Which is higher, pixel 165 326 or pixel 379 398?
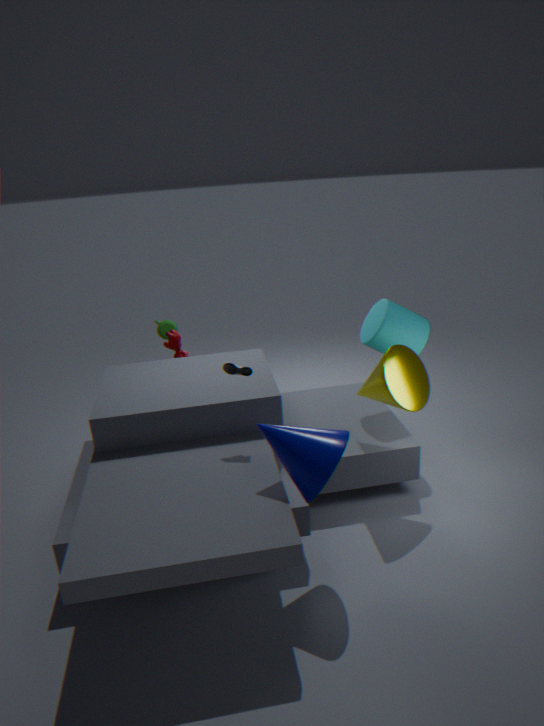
pixel 165 326
